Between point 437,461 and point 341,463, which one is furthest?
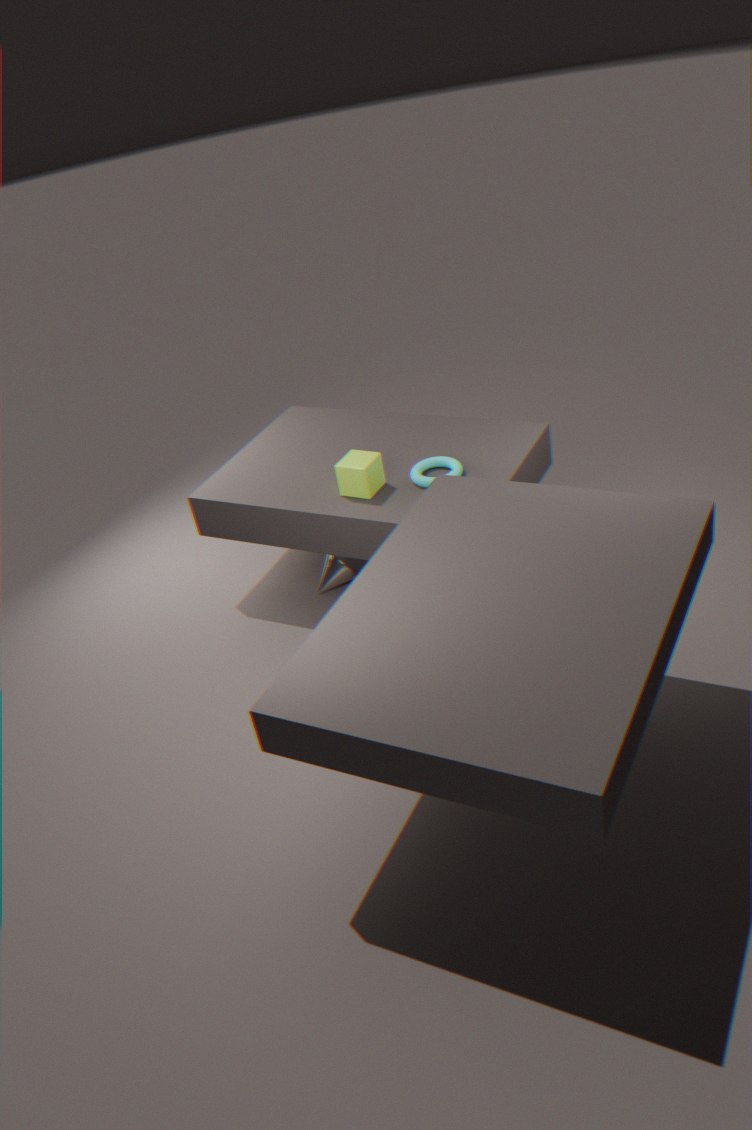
point 437,461
